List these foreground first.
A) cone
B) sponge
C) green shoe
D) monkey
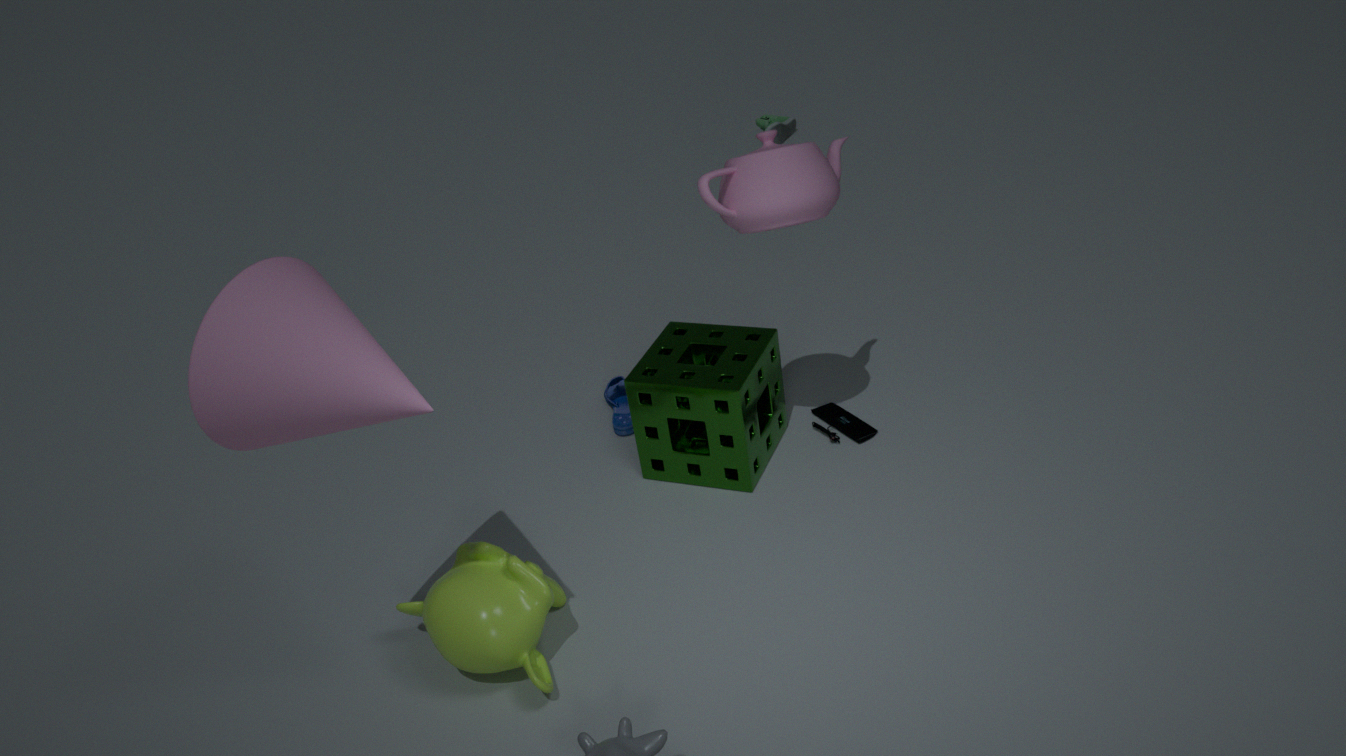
cone, monkey, sponge, green shoe
